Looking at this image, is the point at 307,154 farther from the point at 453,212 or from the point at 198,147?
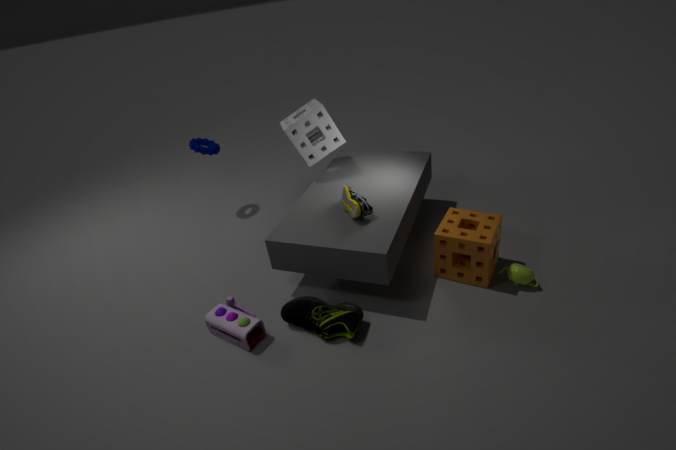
the point at 453,212
